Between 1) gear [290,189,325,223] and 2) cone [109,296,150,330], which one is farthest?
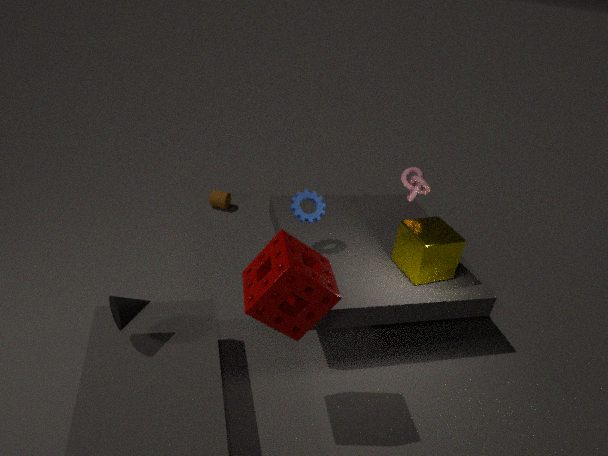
1. gear [290,189,325,223]
